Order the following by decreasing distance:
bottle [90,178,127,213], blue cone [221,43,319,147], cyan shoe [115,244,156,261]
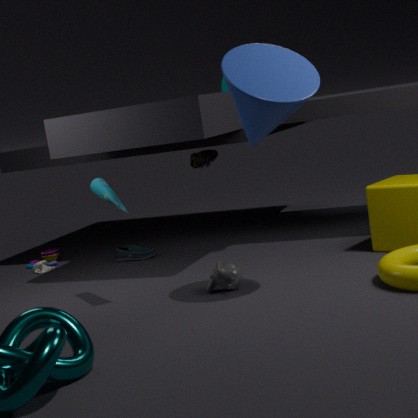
cyan shoe [115,244,156,261] < bottle [90,178,127,213] < blue cone [221,43,319,147]
